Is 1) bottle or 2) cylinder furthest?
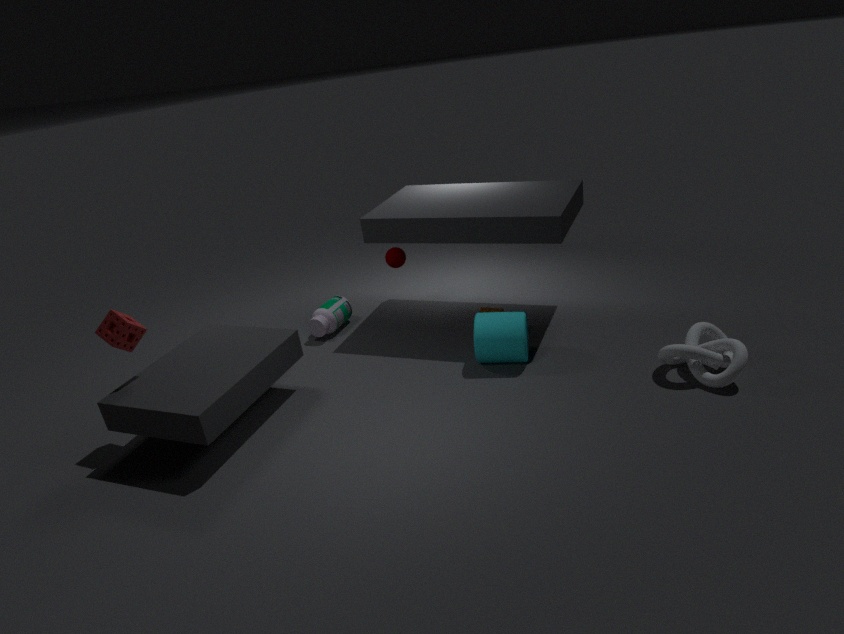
1. bottle
